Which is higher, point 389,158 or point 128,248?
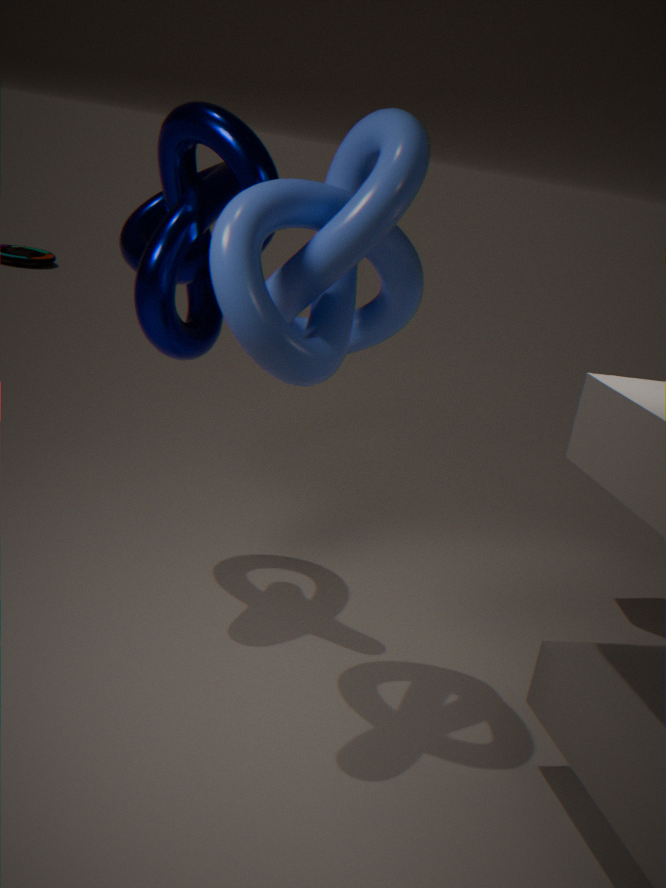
point 389,158
